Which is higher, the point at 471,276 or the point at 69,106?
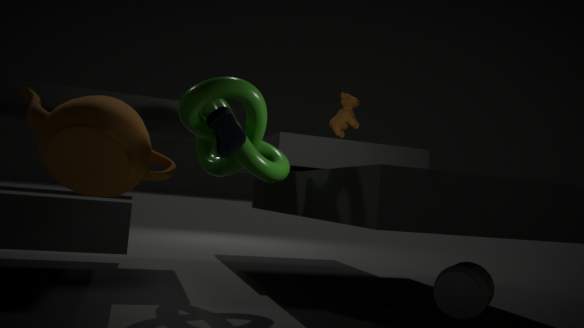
the point at 69,106
